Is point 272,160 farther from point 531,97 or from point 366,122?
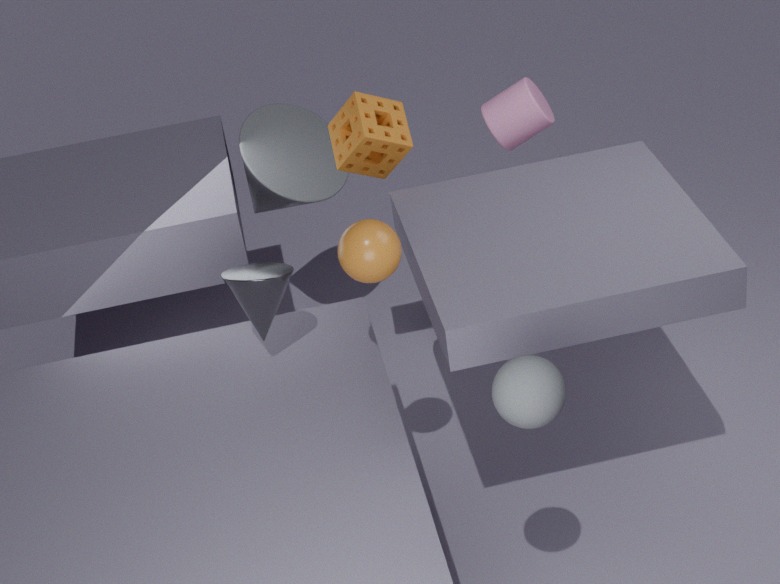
point 531,97
